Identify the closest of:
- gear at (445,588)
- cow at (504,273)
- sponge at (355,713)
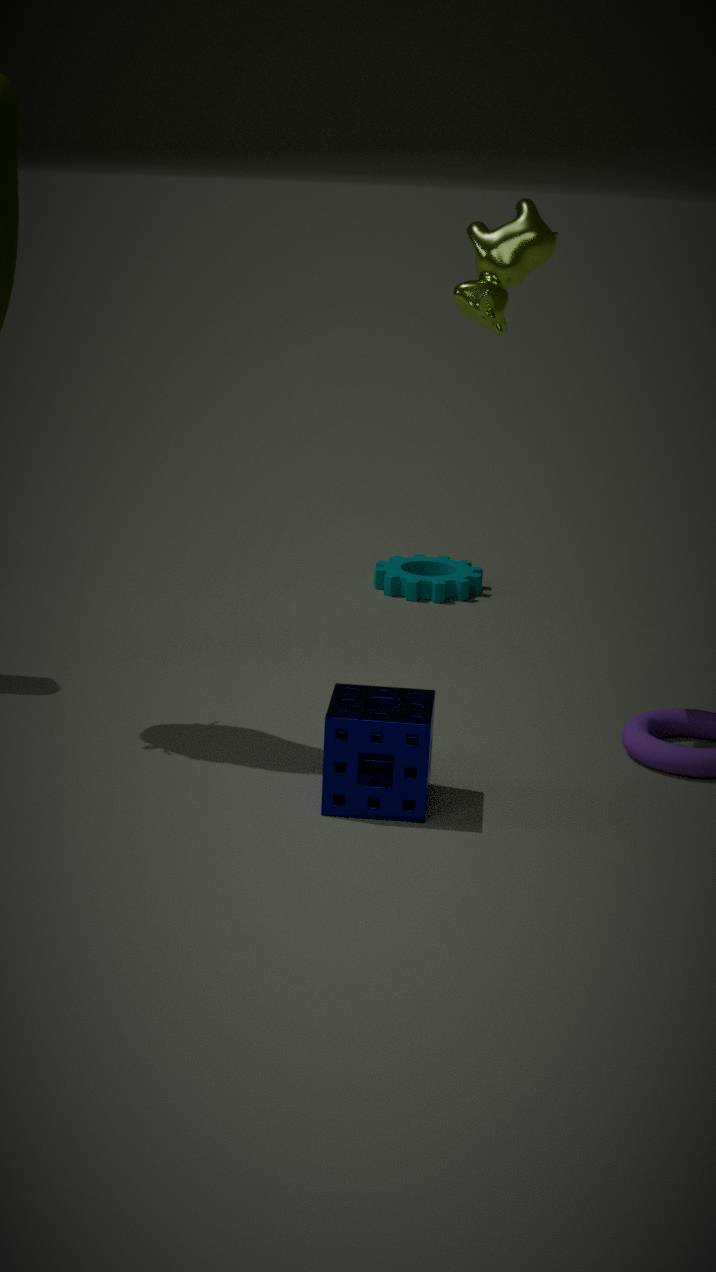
sponge at (355,713)
